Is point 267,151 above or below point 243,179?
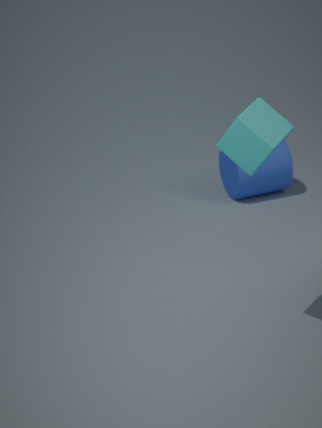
above
